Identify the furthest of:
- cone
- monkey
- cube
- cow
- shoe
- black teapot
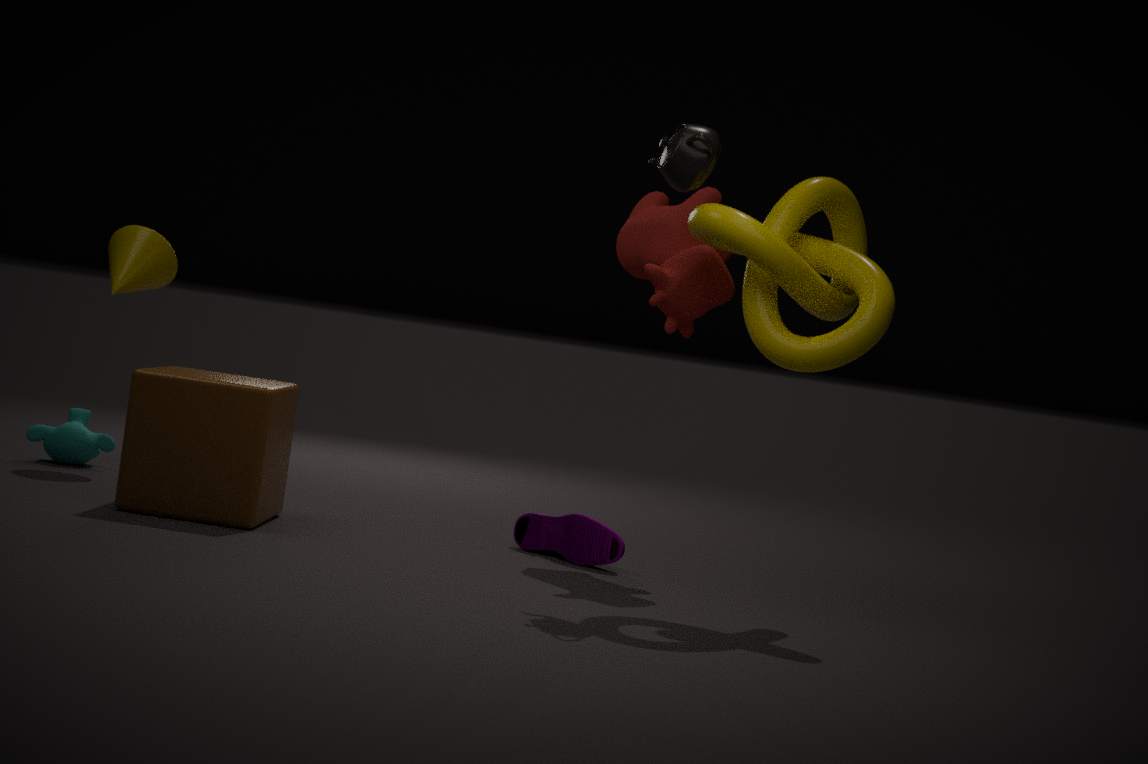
monkey
